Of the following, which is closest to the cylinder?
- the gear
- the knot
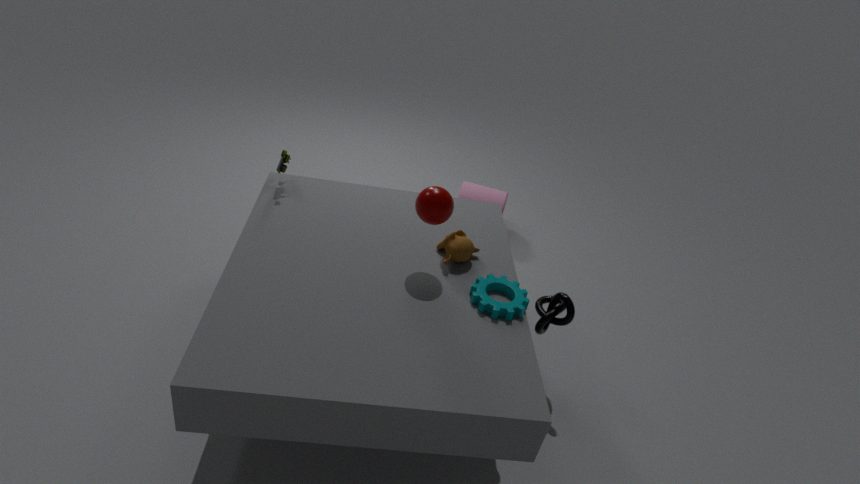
the knot
